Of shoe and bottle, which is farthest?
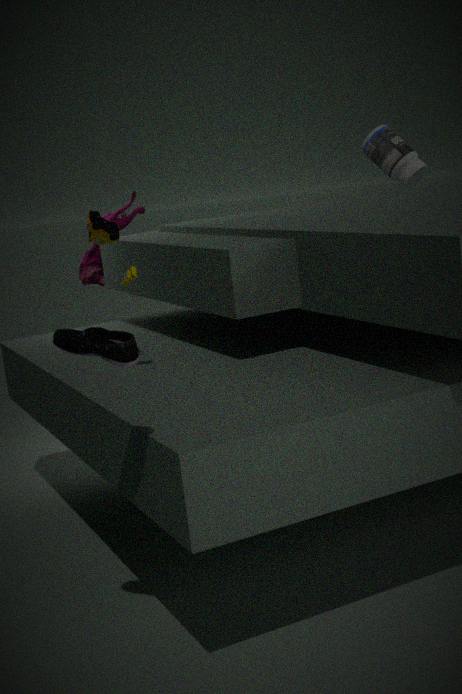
bottle
